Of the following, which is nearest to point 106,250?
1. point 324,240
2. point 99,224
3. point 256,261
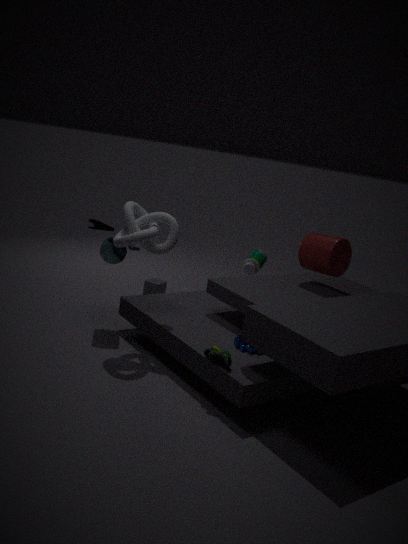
point 256,261
